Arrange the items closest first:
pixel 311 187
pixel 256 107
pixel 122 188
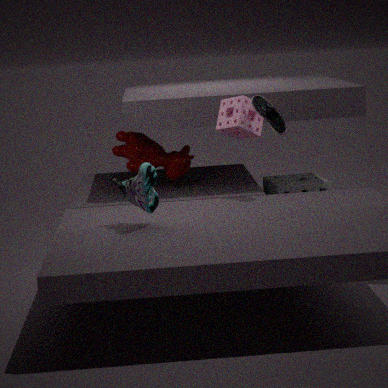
1. pixel 122 188
2. pixel 256 107
3. pixel 311 187
